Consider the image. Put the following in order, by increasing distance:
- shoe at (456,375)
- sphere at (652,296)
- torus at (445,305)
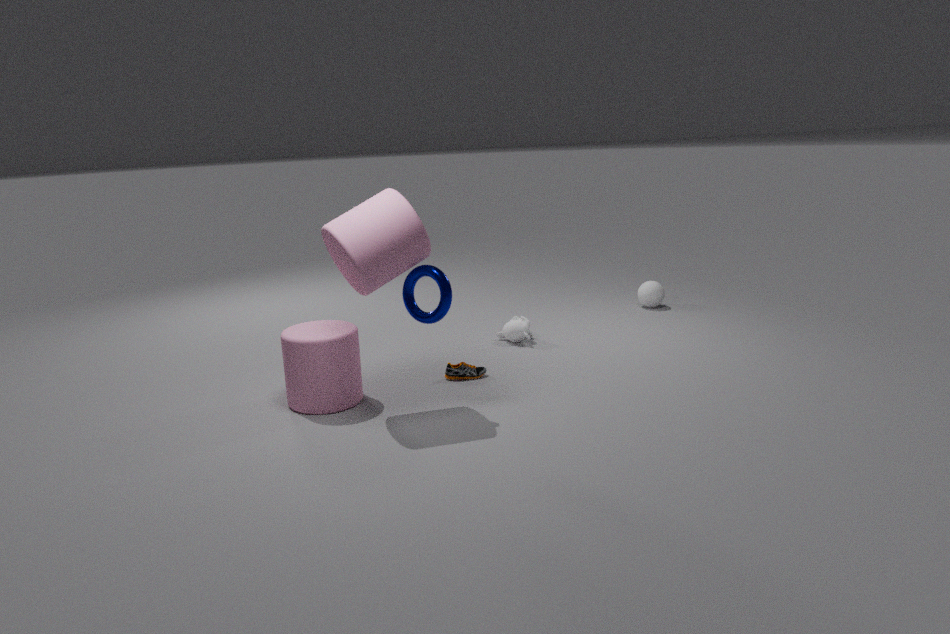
1. torus at (445,305)
2. shoe at (456,375)
3. sphere at (652,296)
